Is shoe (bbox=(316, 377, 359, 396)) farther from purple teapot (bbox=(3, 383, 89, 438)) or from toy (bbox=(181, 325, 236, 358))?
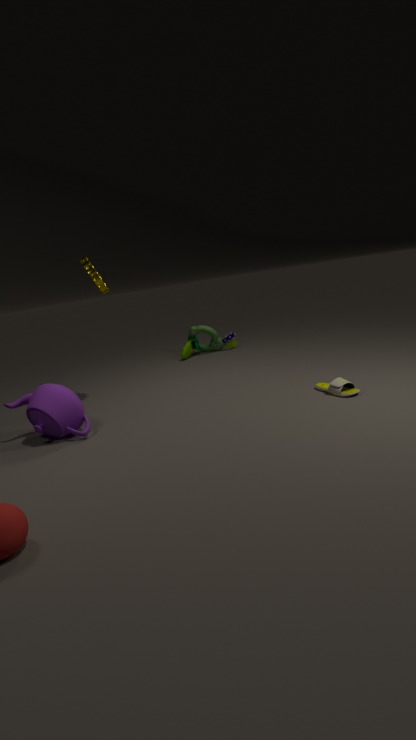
toy (bbox=(181, 325, 236, 358))
